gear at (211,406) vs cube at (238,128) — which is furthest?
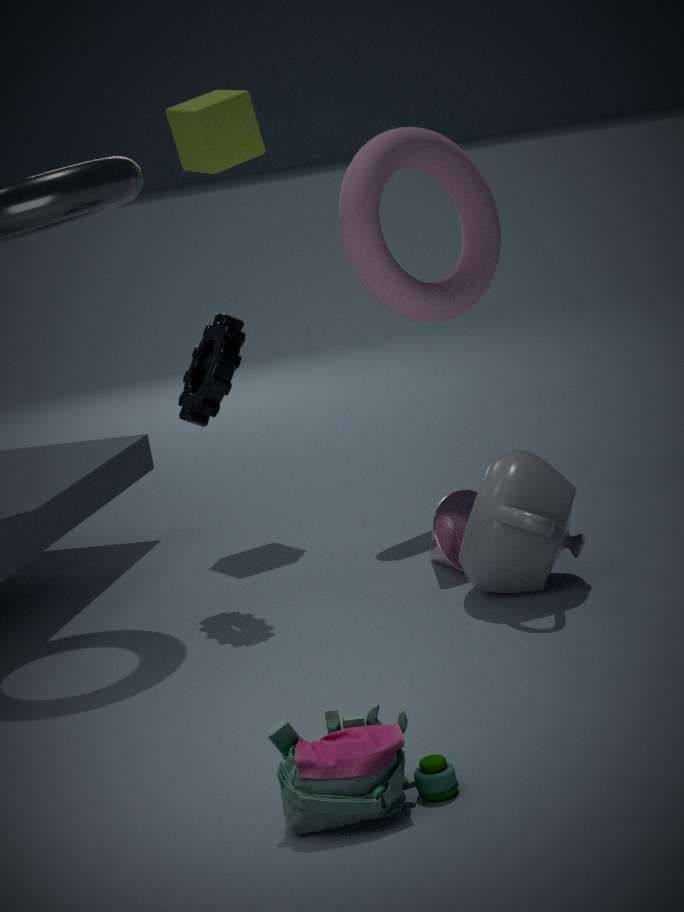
cube at (238,128)
